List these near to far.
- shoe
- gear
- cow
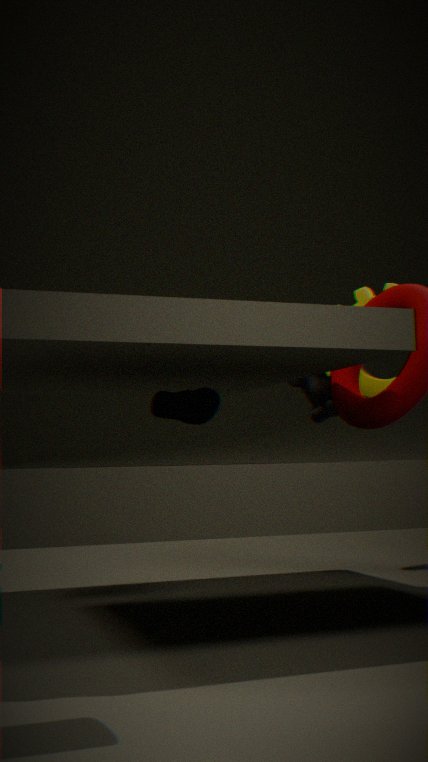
shoe < gear < cow
